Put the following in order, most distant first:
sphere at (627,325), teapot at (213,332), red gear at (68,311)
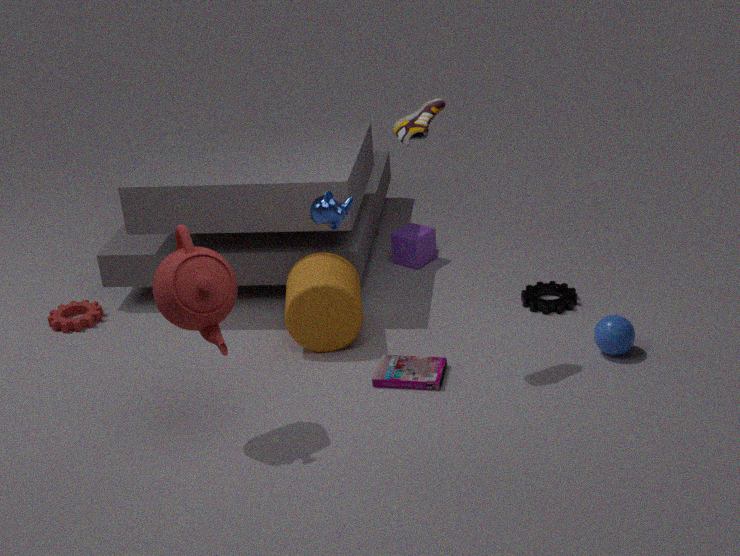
red gear at (68,311) < sphere at (627,325) < teapot at (213,332)
